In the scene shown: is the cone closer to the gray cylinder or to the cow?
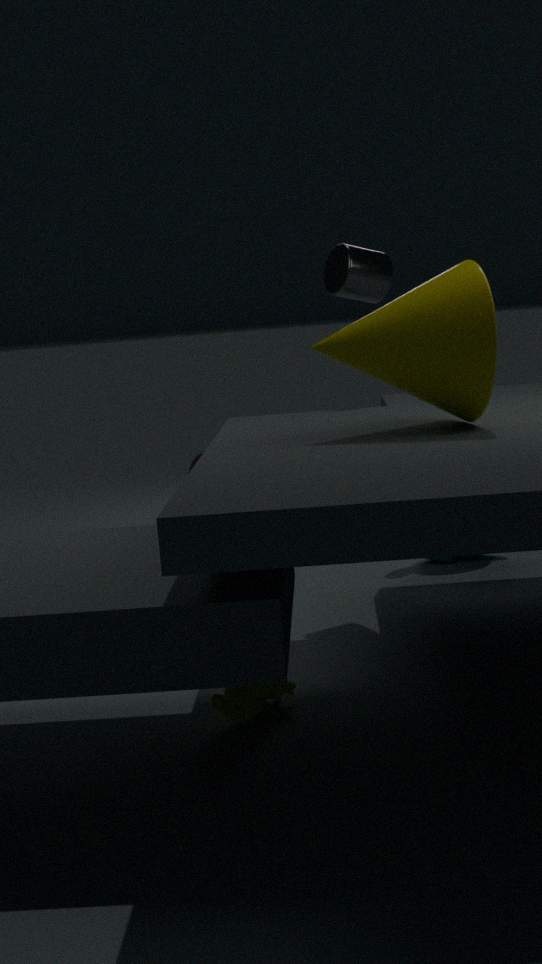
the gray cylinder
